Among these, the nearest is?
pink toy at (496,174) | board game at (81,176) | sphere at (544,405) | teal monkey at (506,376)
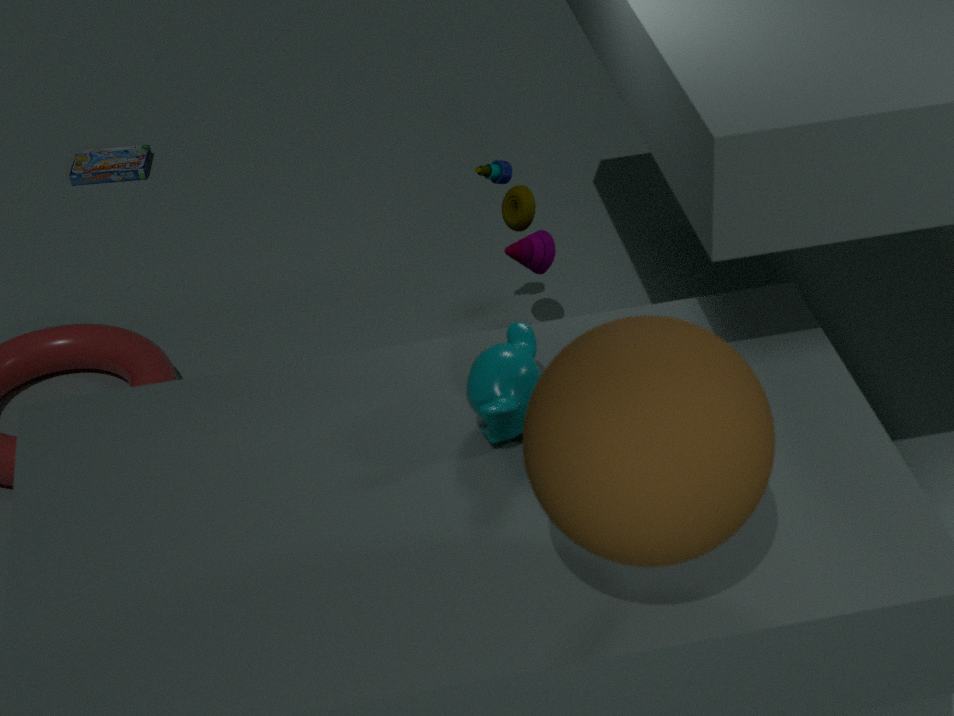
sphere at (544,405)
